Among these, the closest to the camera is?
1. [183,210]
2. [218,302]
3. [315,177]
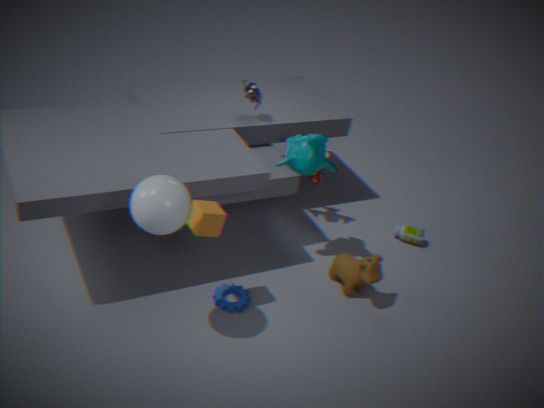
[183,210]
